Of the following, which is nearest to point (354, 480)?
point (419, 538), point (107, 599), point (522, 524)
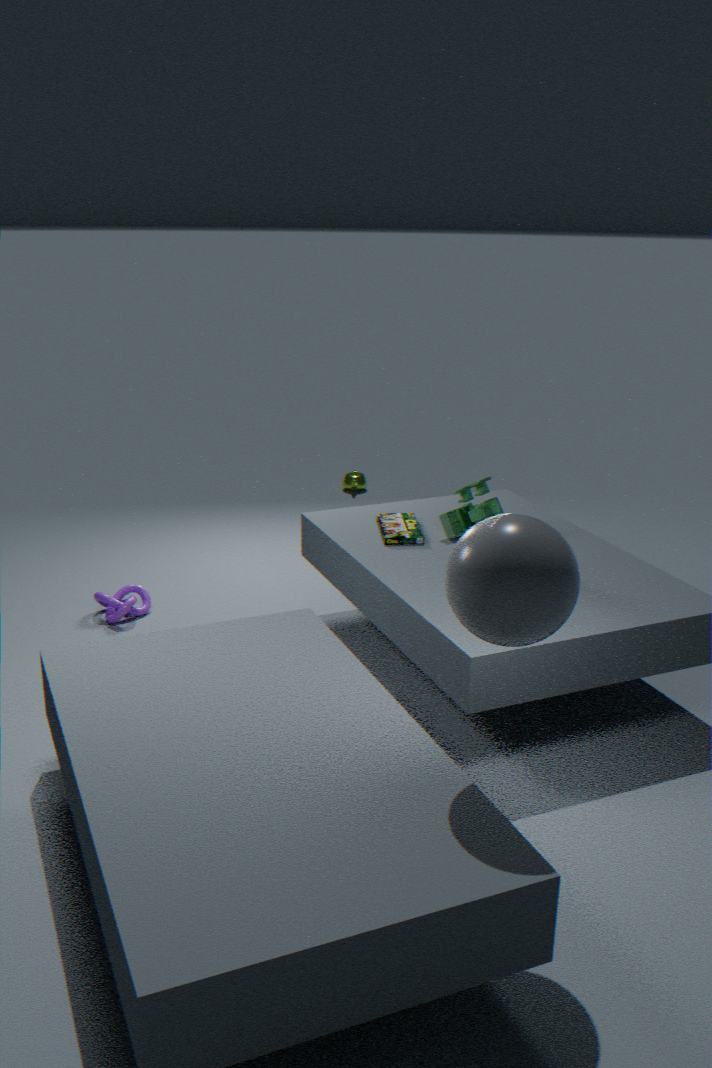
point (419, 538)
